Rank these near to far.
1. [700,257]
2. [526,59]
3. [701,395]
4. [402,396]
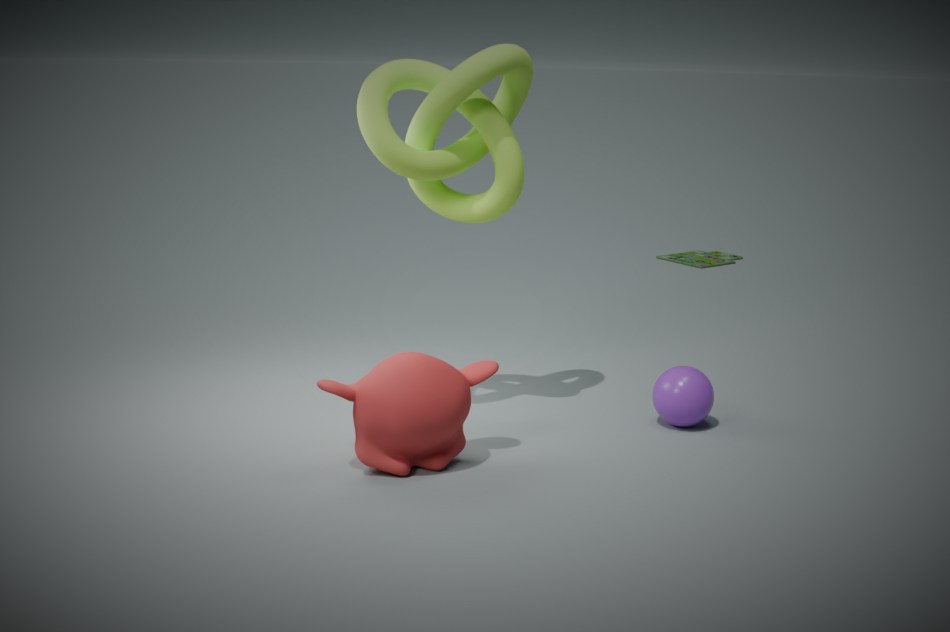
[402,396] < [526,59] < [701,395] < [700,257]
